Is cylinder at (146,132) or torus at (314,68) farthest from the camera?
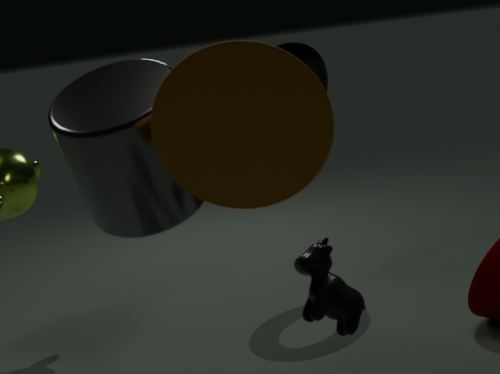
torus at (314,68)
